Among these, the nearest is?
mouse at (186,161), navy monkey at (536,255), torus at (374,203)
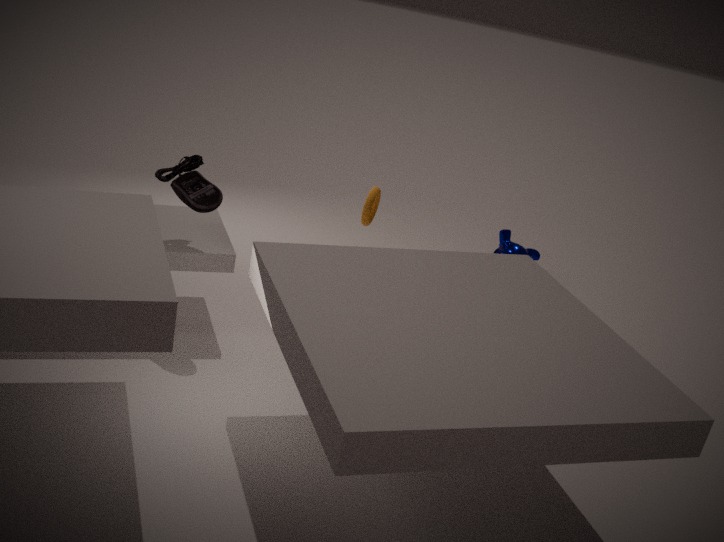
mouse at (186,161)
